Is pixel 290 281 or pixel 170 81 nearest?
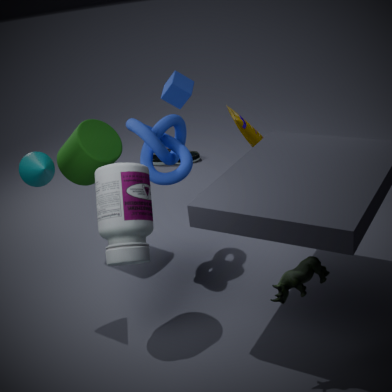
pixel 290 281
